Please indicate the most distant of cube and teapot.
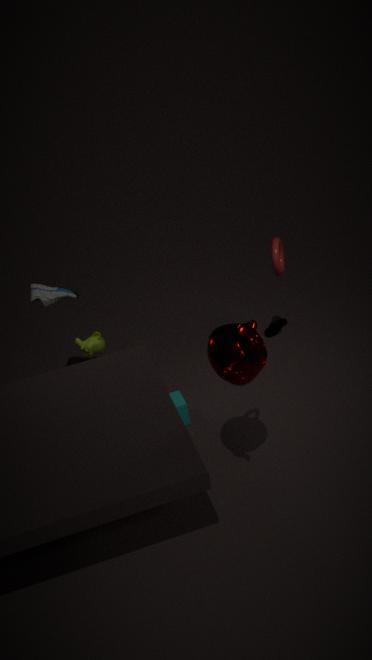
cube
